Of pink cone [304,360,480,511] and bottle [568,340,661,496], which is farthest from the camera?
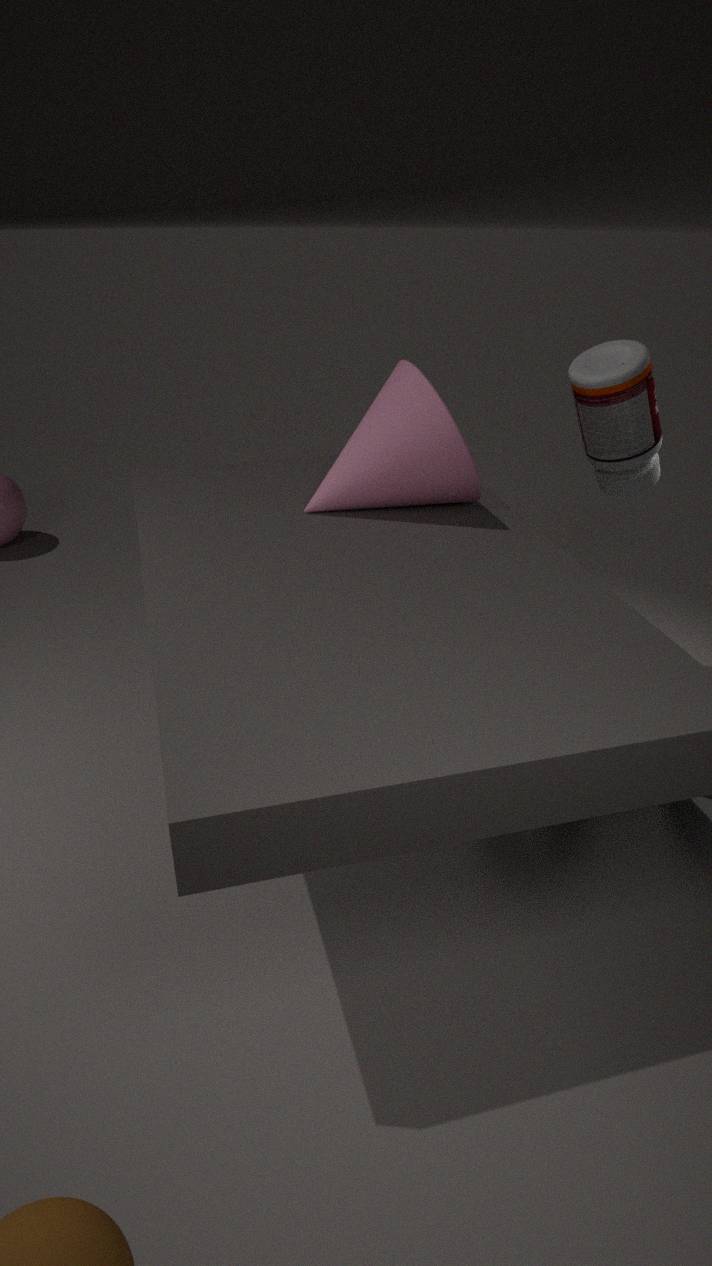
bottle [568,340,661,496]
